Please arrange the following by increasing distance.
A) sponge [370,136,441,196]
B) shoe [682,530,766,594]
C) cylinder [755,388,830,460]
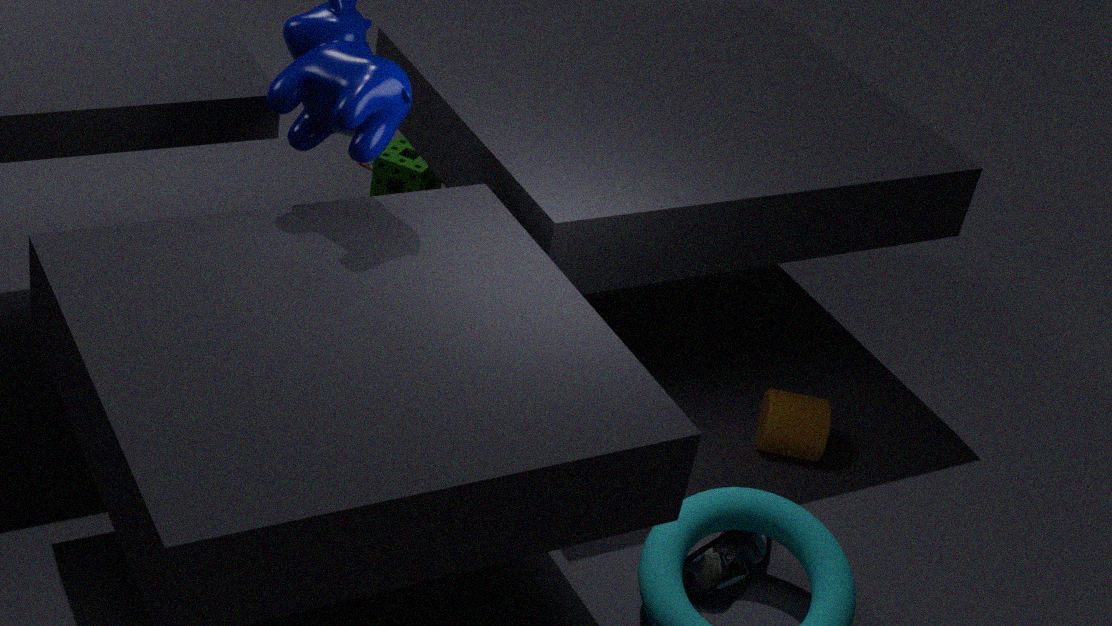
shoe [682,530,766,594] < cylinder [755,388,830,460] < sponge [370,136,441,196]
